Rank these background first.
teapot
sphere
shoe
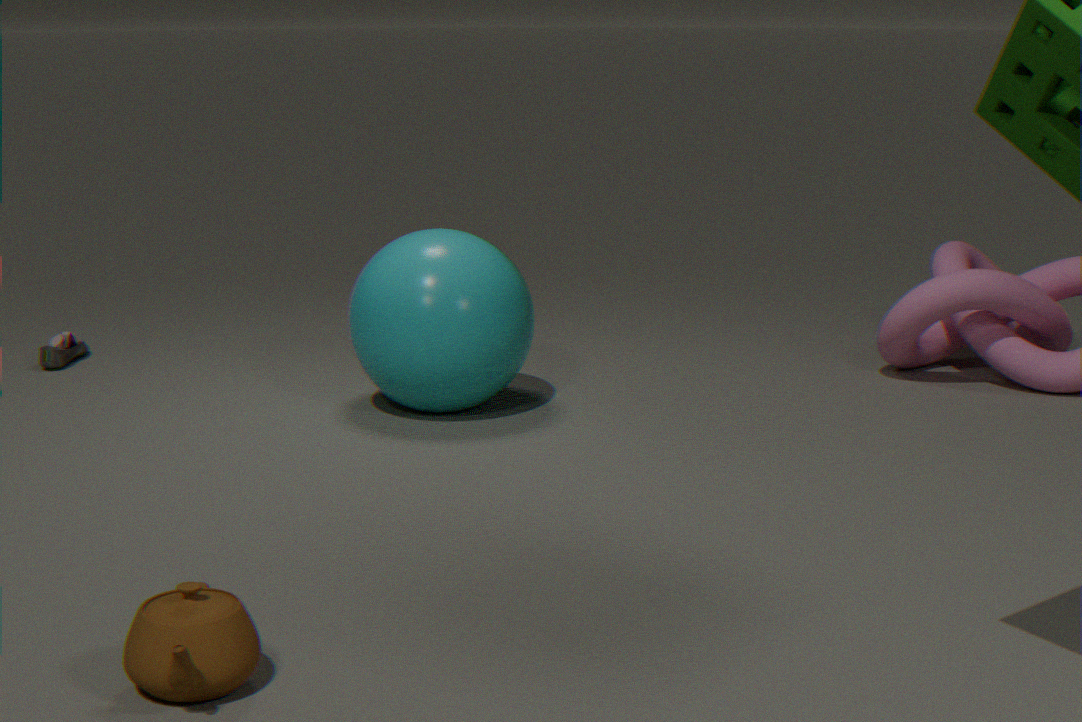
shoe, sphere, teapot
